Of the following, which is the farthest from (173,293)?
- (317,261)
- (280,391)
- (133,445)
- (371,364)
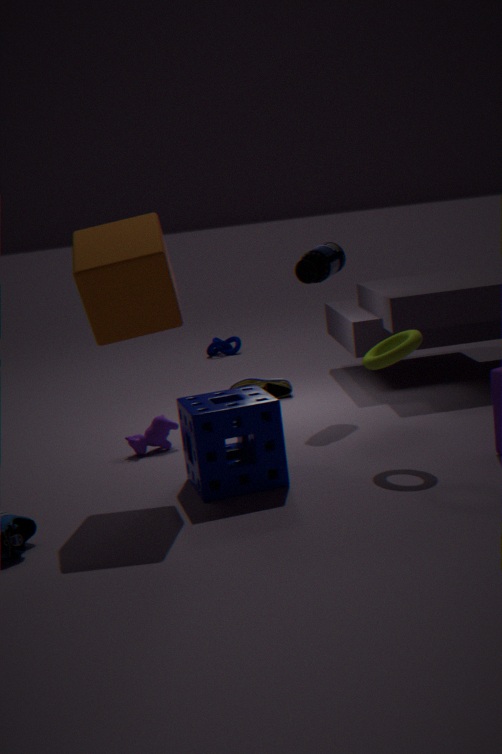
(280,391)
